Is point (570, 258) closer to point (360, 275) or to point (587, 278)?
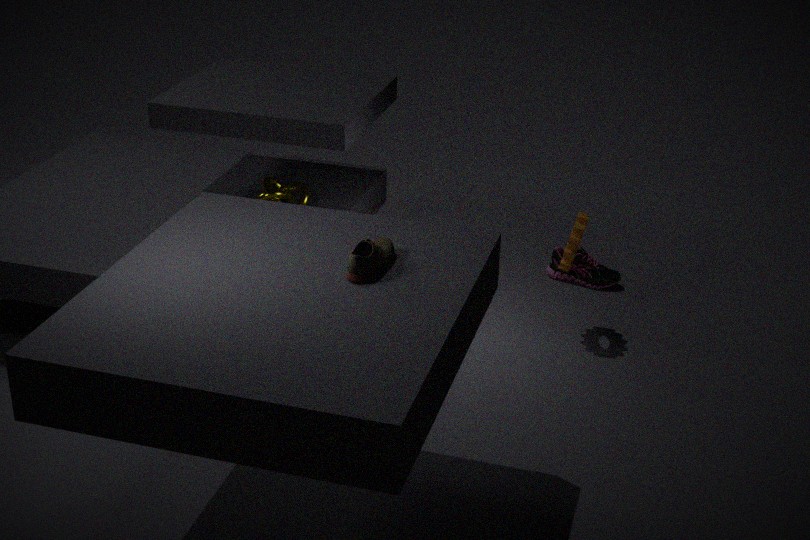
point (587, 278)
